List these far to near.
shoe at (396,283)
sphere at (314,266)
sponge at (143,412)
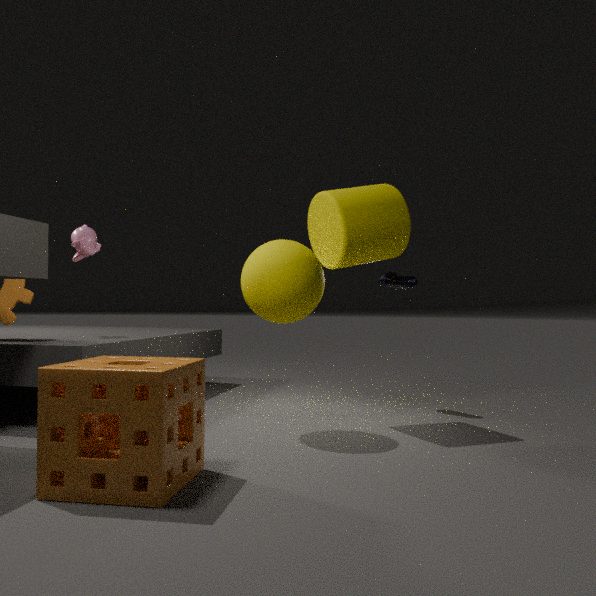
shoe at (396,283)
sphere at (314,266)
sponge at (143,412)
